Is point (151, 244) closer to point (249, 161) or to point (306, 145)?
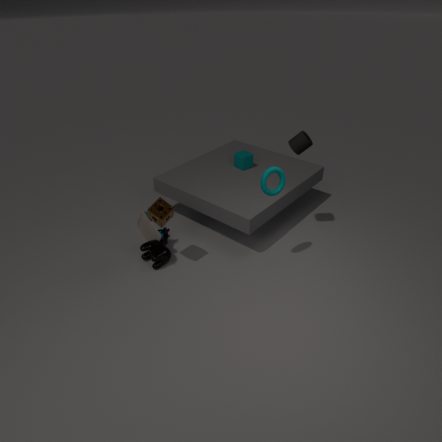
point (249, 161)
